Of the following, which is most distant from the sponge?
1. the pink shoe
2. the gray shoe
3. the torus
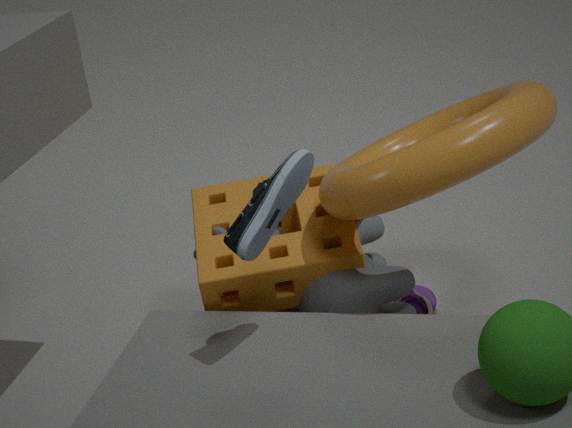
the gray shoe
